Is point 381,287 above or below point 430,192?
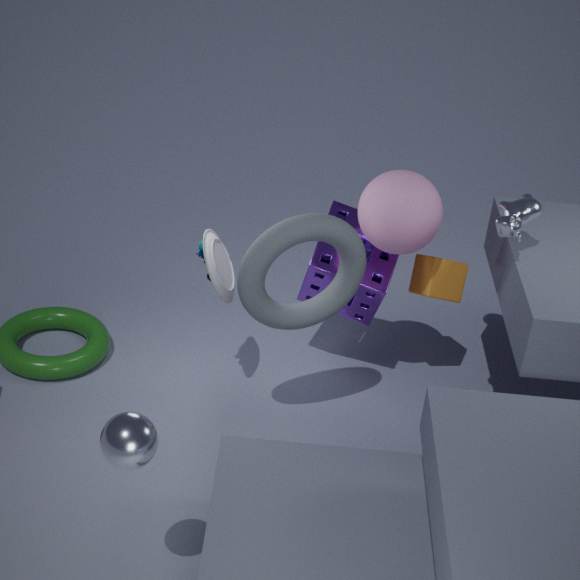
below
